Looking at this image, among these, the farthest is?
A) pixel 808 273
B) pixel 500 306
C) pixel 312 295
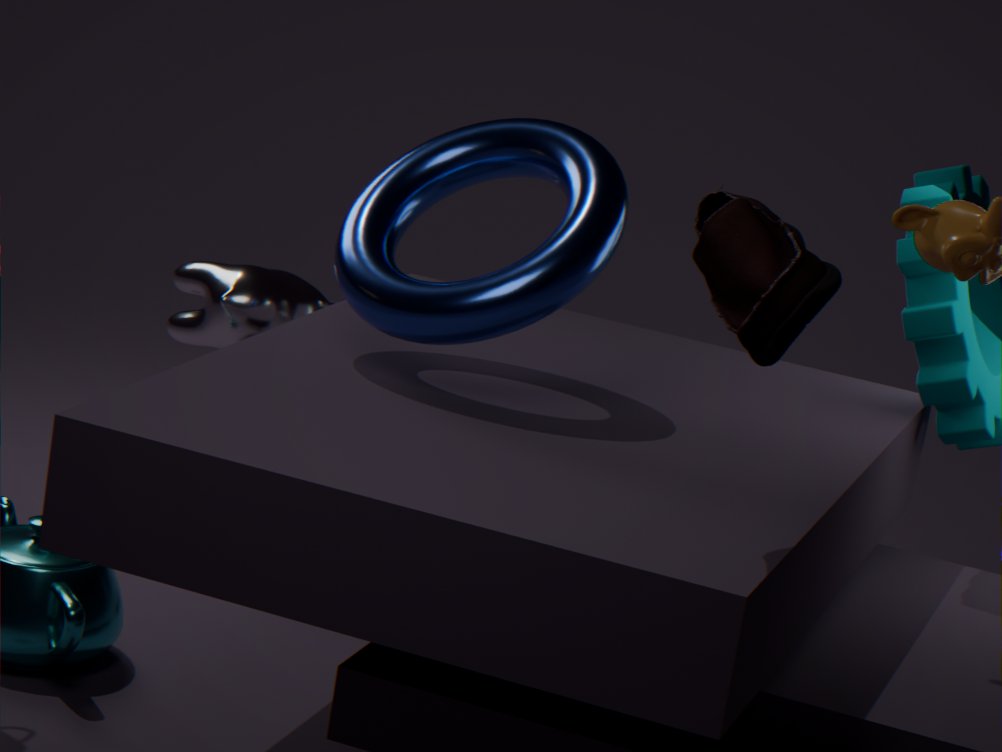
pixel 312 295
